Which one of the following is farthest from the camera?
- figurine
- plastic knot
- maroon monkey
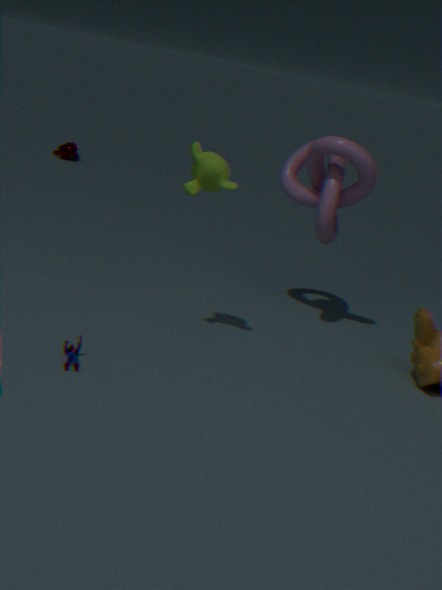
maroon monkey
